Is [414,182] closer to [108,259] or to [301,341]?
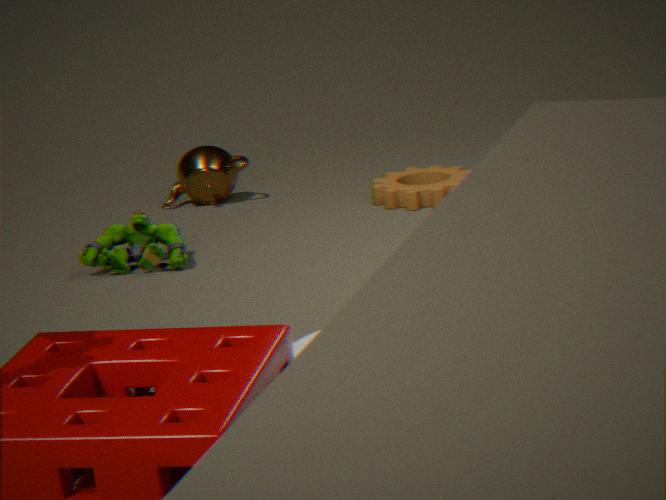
[108,259]
